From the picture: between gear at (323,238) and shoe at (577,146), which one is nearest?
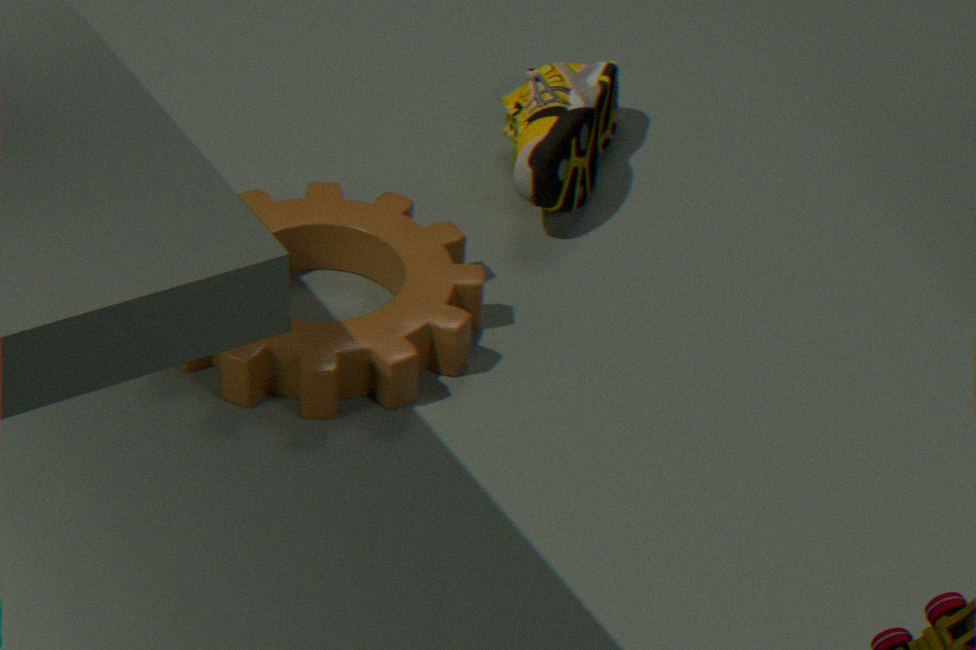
gear at (323,238)
